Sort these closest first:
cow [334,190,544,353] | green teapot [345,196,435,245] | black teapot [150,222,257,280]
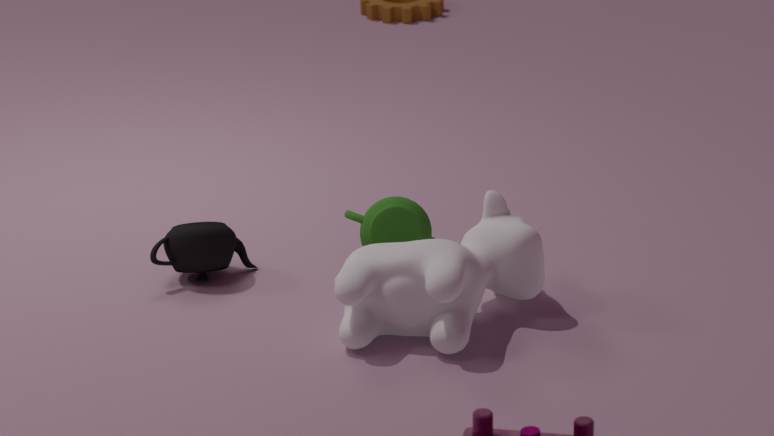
cow [334,190,544,353]
black teapot [150,222,257,280]
green teapot [345,196,435,245]
